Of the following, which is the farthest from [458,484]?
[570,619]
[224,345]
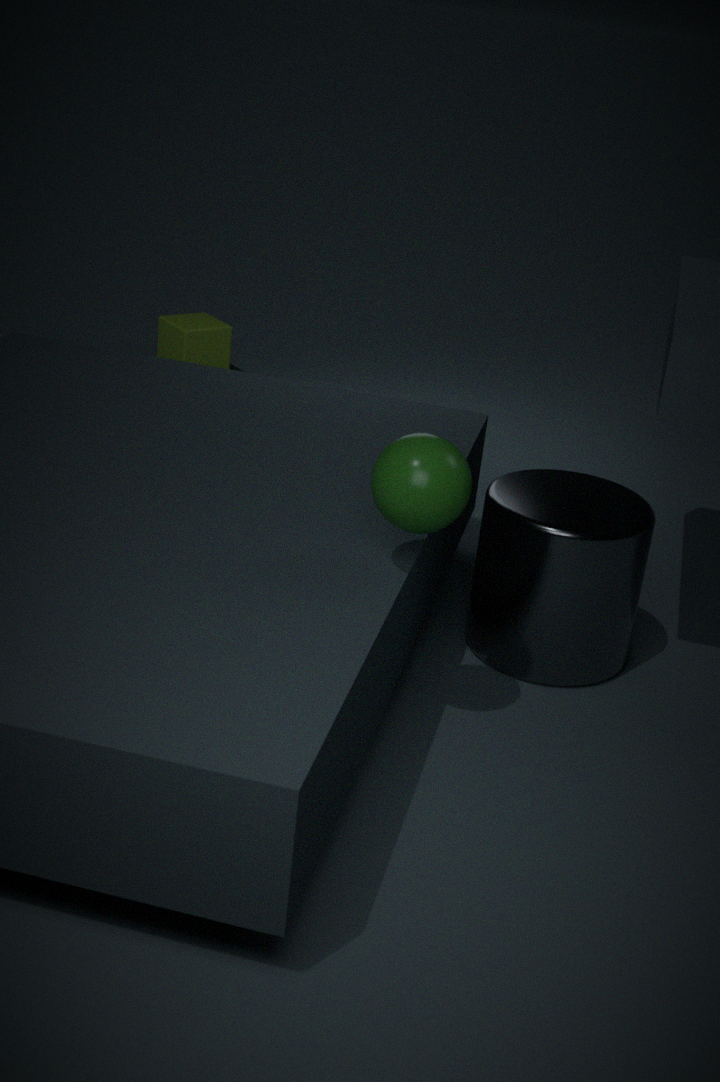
[224,345]
